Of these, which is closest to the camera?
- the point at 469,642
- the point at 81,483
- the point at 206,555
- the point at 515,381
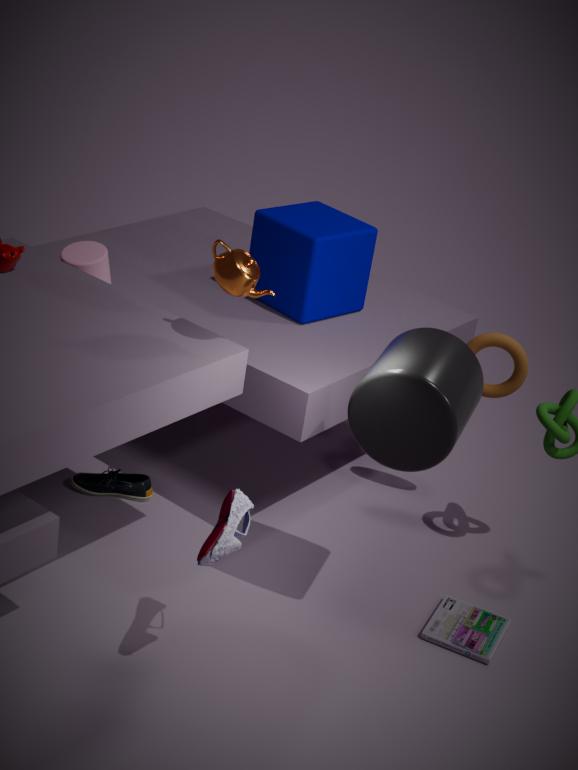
the point at 206,555
